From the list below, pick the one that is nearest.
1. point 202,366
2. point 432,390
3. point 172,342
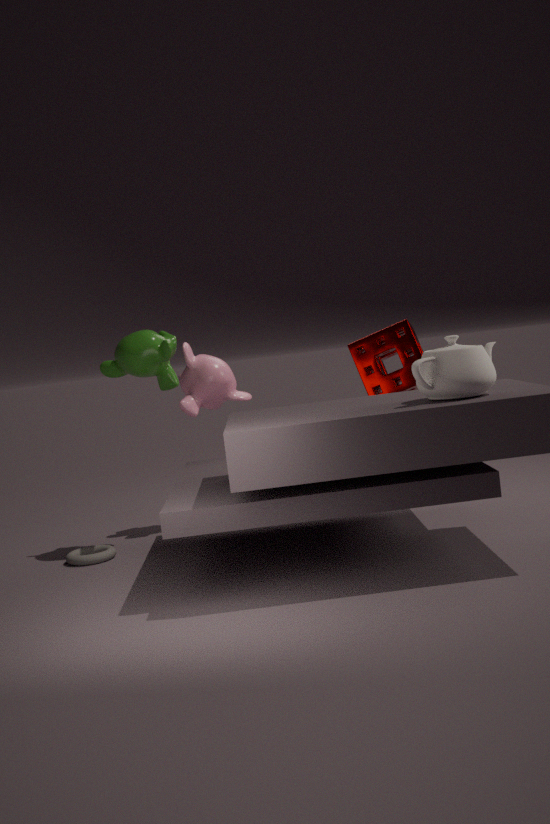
point 432,390
